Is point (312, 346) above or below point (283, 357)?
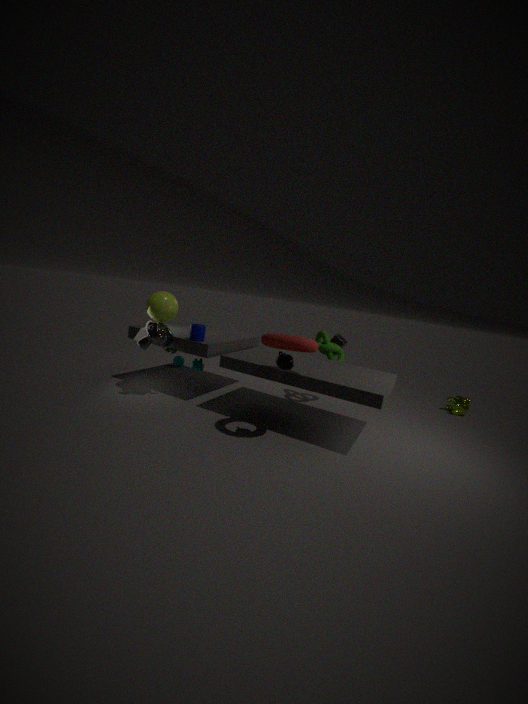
above
